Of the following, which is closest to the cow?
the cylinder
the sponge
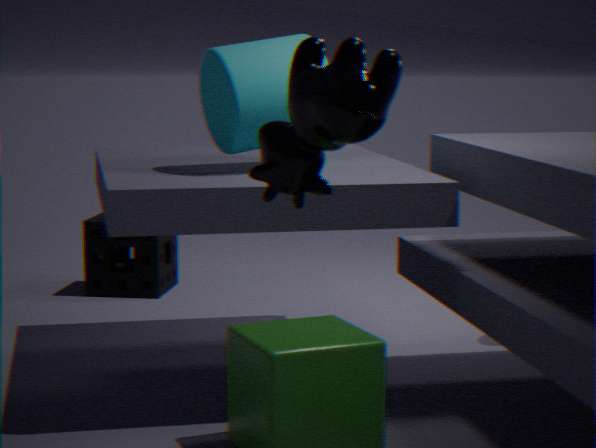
the cylinder
